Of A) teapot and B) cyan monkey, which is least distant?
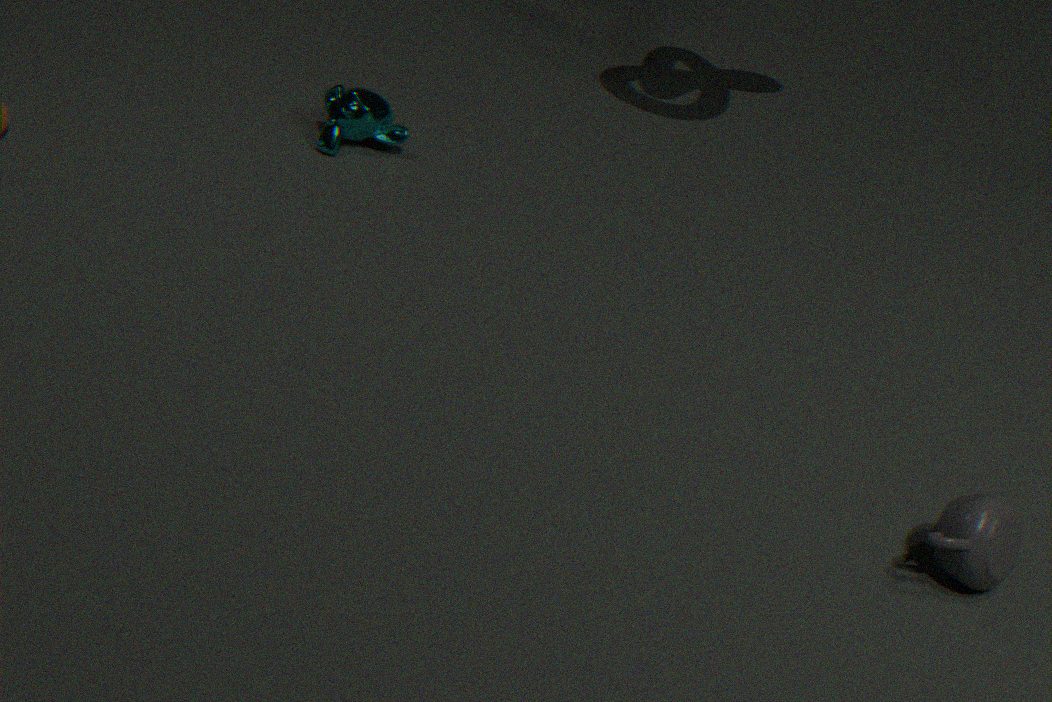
A. teapot
